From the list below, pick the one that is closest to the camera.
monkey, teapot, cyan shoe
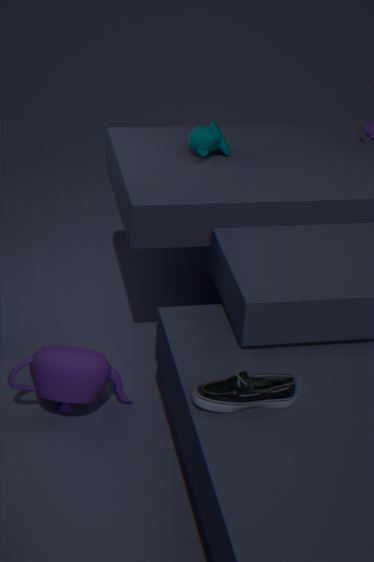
cyan shoe
